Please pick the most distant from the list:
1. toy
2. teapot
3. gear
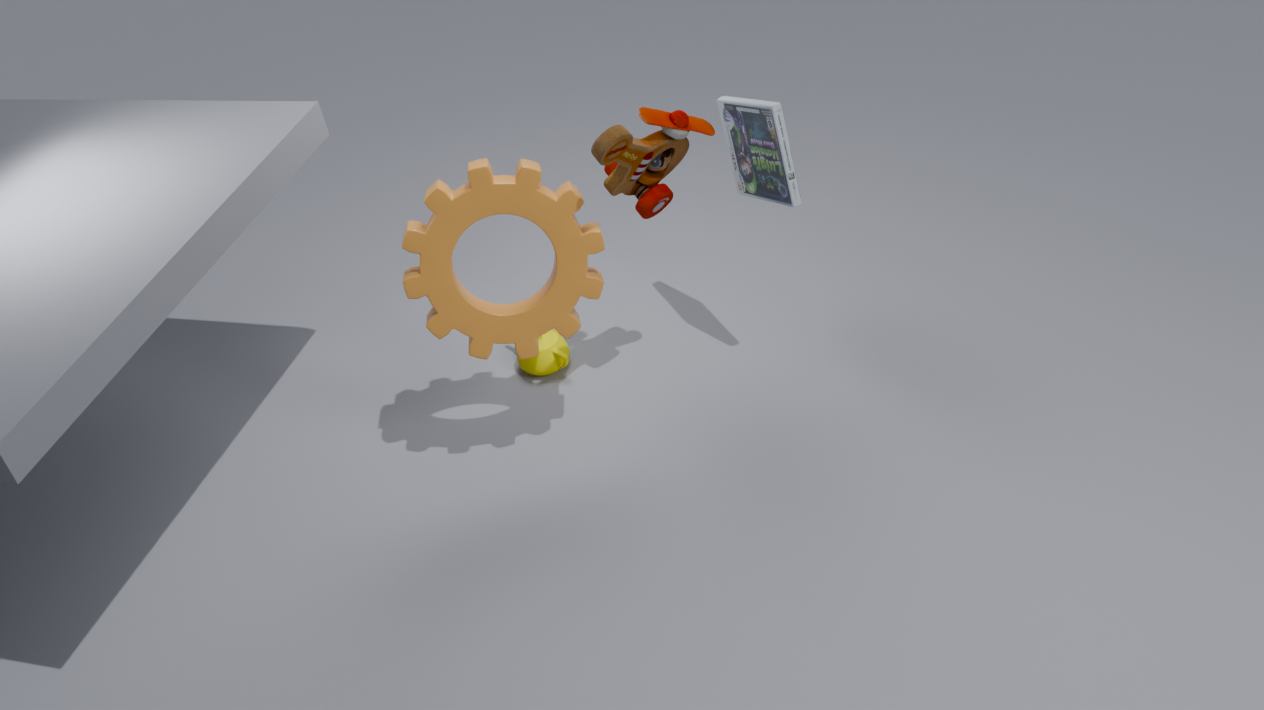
teapot
